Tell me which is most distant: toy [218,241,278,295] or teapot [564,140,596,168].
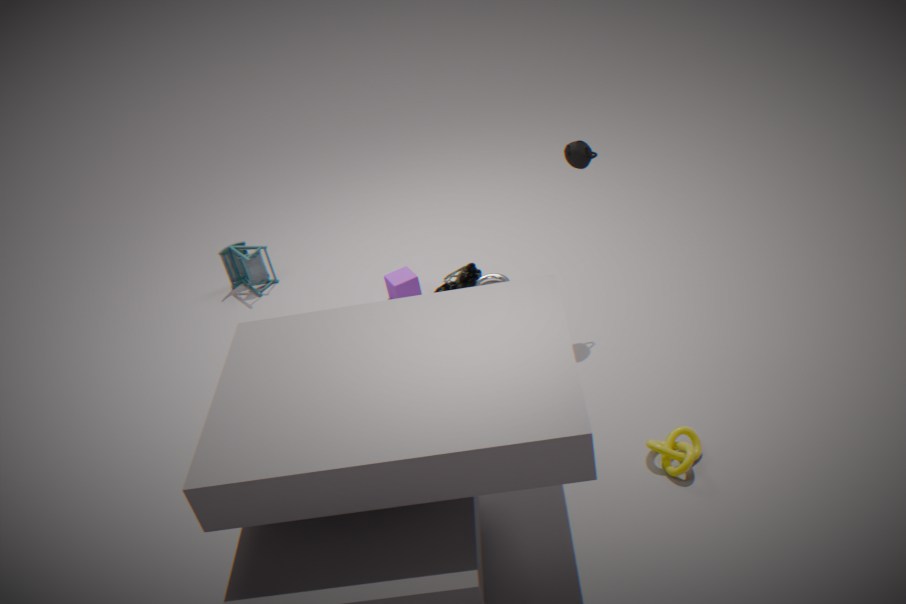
toy [218,241,278,295]
